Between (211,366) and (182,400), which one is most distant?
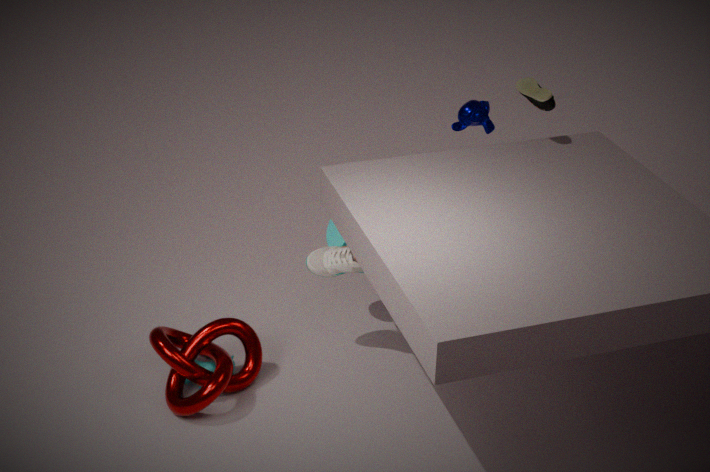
(211,366)
